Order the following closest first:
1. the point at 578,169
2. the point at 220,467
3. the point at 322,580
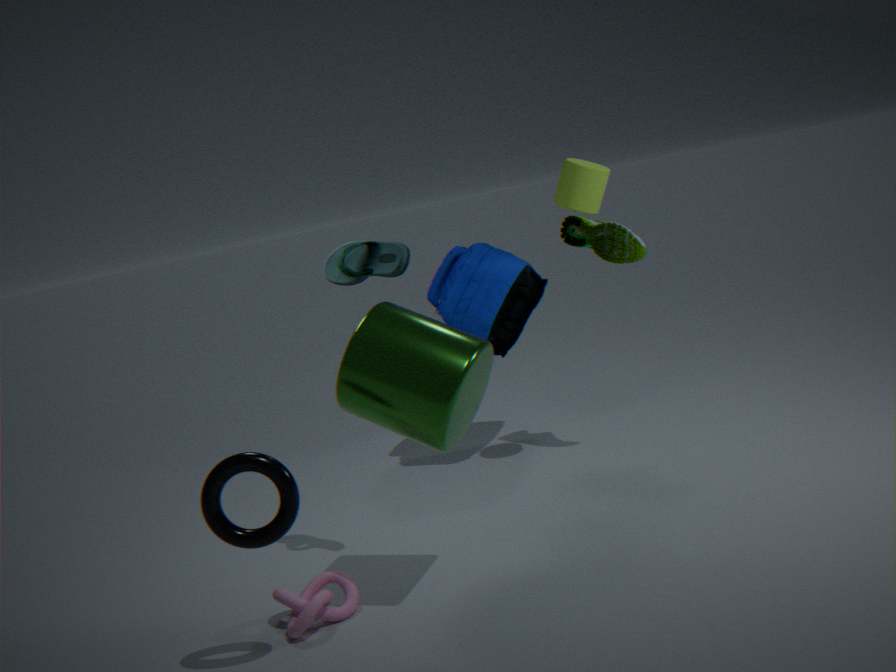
the point at 220,467, the point at 322,580, the point at 578,169
